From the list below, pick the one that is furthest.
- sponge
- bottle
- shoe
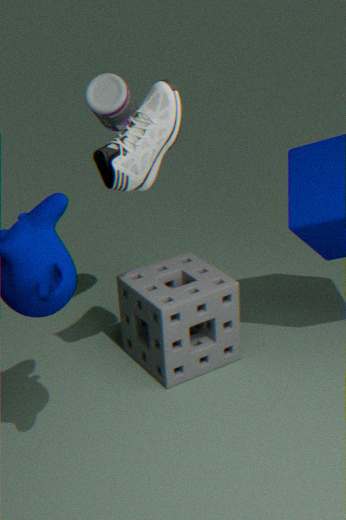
sponge
